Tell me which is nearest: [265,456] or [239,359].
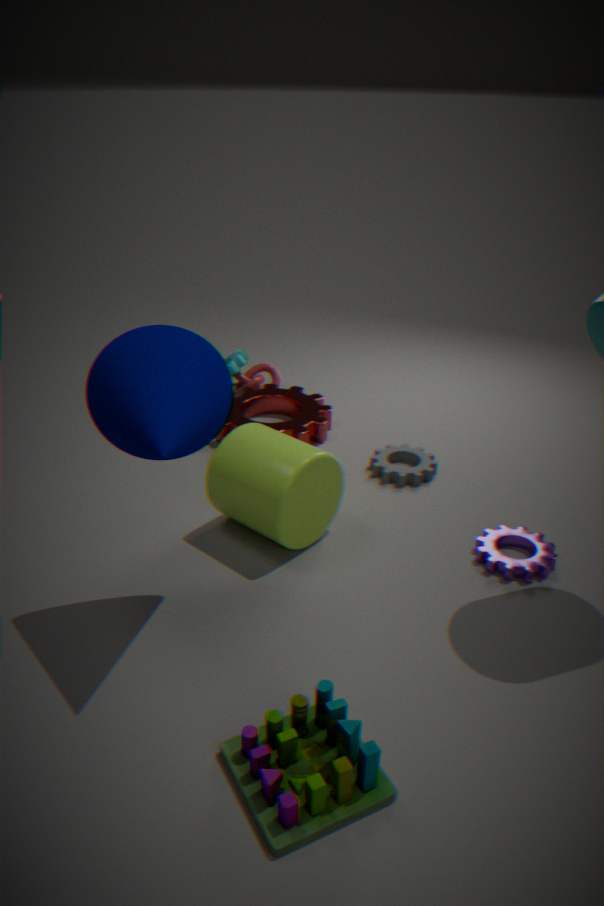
[265,456]
